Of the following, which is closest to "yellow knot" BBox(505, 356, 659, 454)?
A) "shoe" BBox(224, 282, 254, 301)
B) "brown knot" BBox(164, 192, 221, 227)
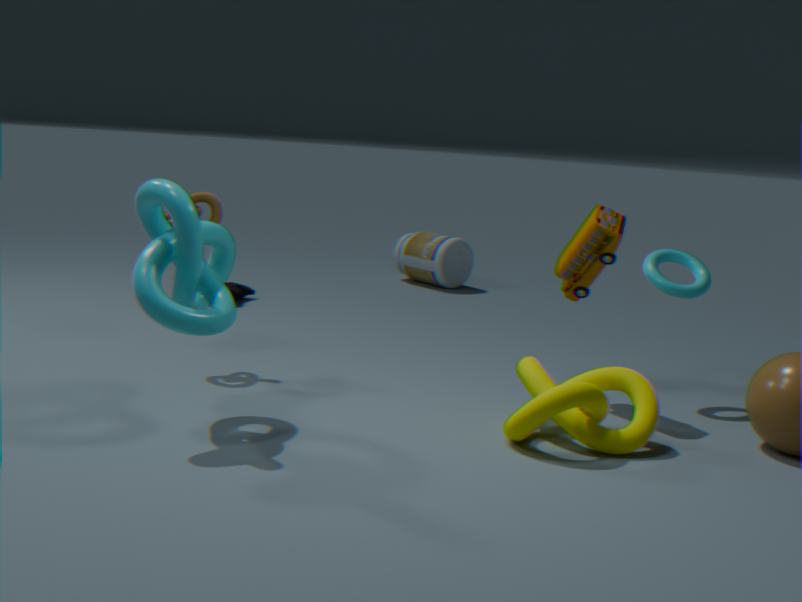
"brown knot" BBox(164, 192, 221, 227)
